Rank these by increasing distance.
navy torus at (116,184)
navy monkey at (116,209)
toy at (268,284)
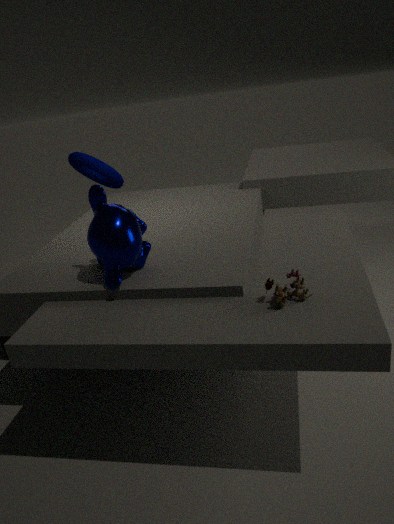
1. toy at (268,284)
2. navy monkey at (116,209)
3. navy torus at (116,184)
